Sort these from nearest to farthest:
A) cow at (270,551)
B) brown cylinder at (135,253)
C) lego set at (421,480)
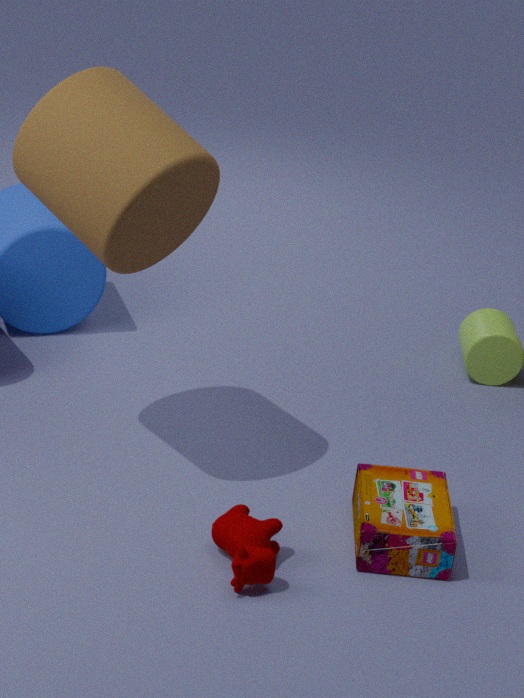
brown cylinder at (135,253)
cow at (270,551)
lego set at (421,480)
